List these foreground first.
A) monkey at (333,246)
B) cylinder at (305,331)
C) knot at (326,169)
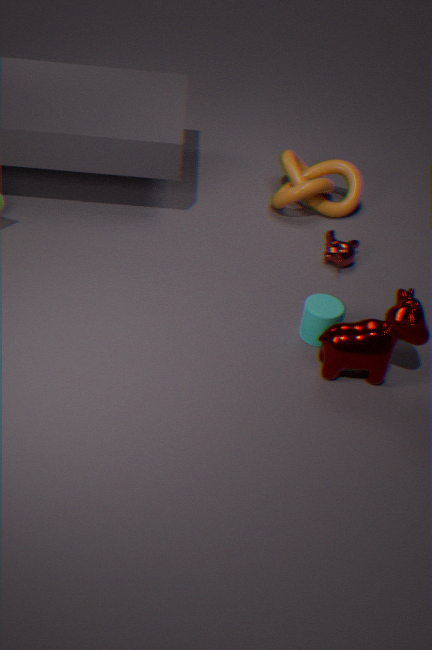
cylinder at (305,331), monkey at (333,246), knot at (326,169)
